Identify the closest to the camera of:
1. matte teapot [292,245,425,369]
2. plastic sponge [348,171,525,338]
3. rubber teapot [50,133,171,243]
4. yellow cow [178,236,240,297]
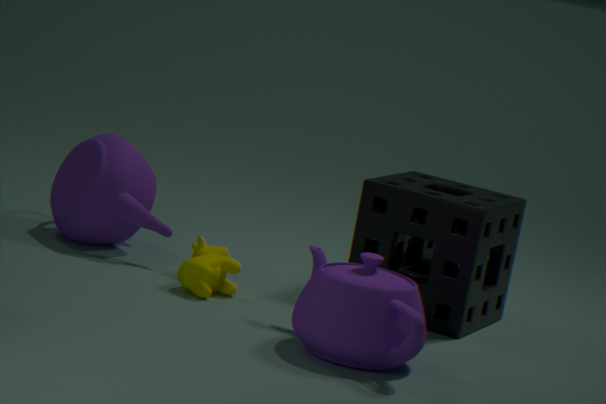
matte teapot [292,245,425,369]
